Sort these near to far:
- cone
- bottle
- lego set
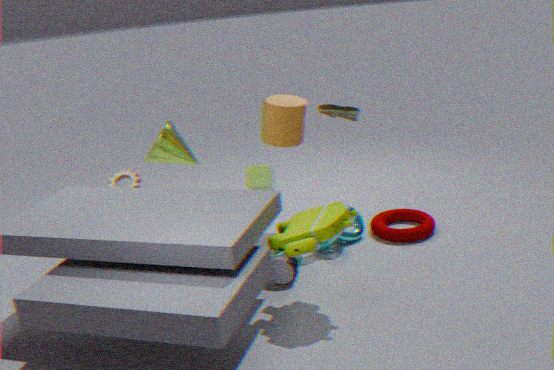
lego set < bottle < cone
